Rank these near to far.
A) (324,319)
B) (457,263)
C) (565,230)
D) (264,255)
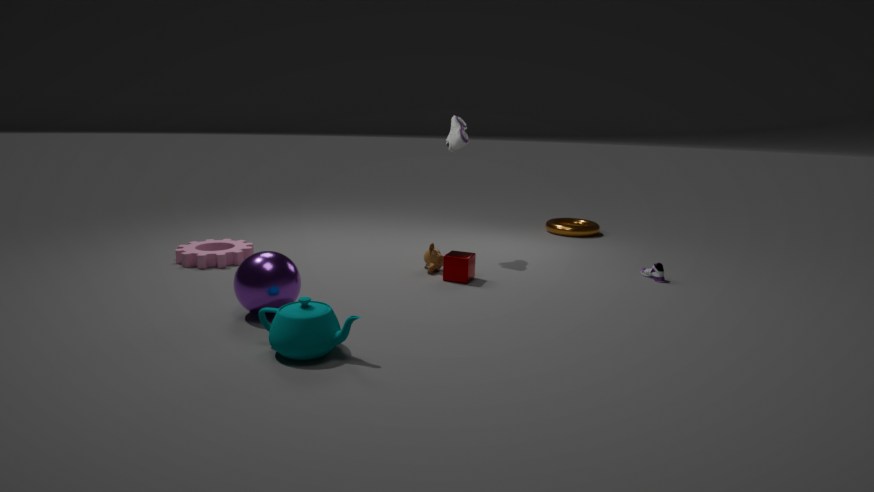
(324,319)
(264,255)
(457,263)
(565,230)
